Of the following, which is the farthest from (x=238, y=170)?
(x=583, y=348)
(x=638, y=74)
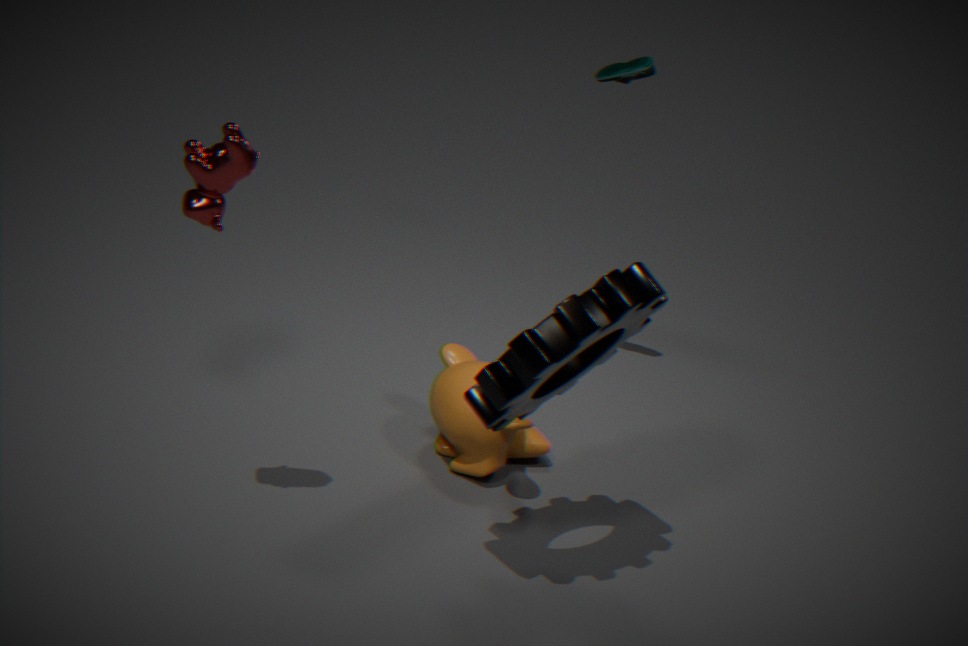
(x=638, y=74)
